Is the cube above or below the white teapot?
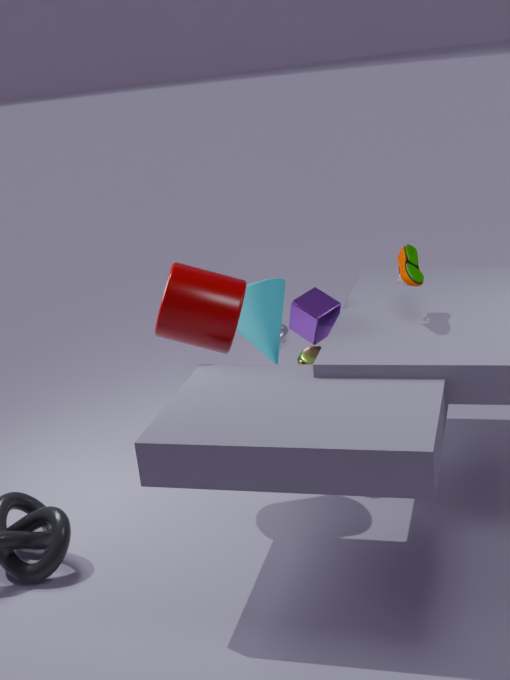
above
